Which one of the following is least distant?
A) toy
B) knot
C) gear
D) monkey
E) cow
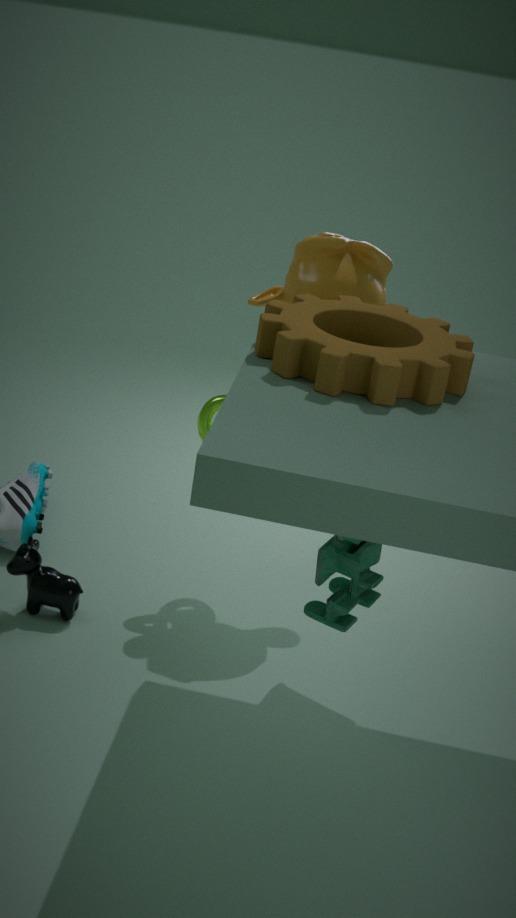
gear
